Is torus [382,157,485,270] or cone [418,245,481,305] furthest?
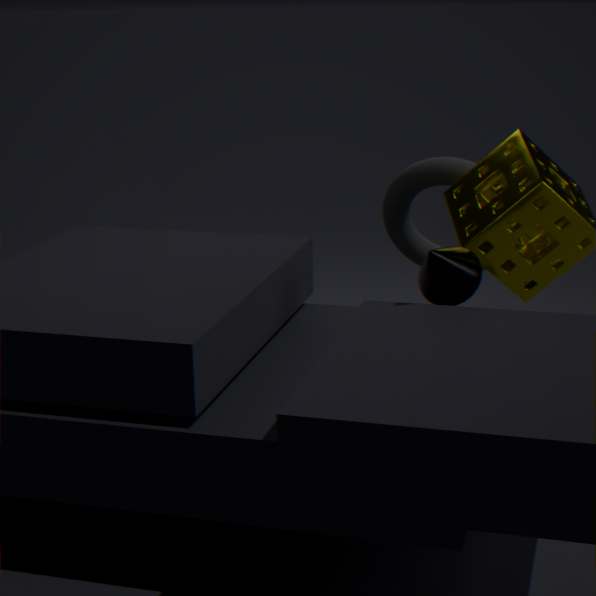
torus [382,157,485,270]
